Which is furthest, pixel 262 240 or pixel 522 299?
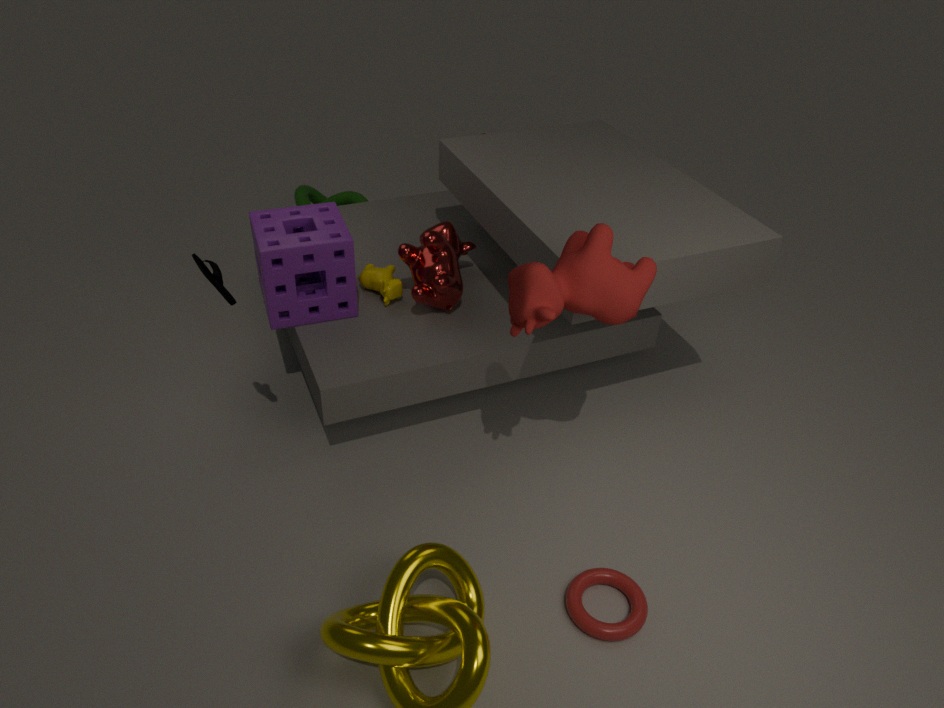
pixel 262 240
